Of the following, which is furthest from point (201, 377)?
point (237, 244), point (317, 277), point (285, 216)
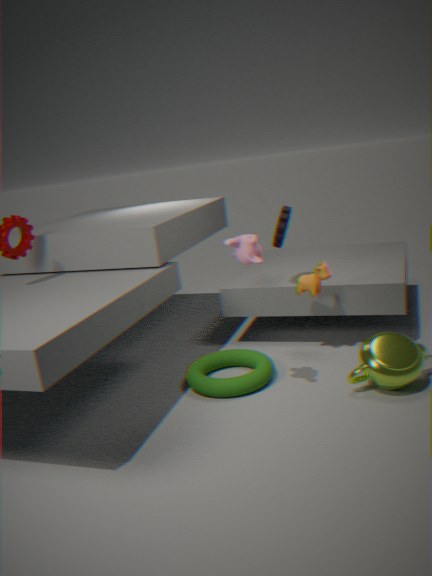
point (285, 216)
